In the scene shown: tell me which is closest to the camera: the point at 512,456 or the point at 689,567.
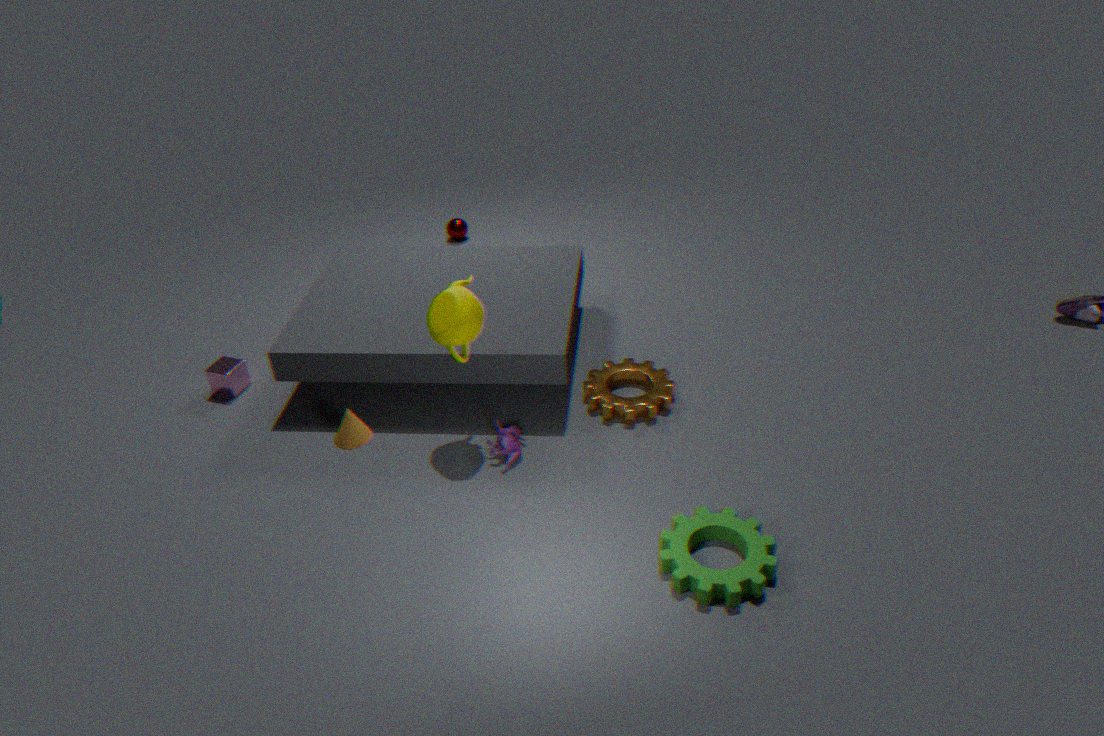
the point at 689,567
